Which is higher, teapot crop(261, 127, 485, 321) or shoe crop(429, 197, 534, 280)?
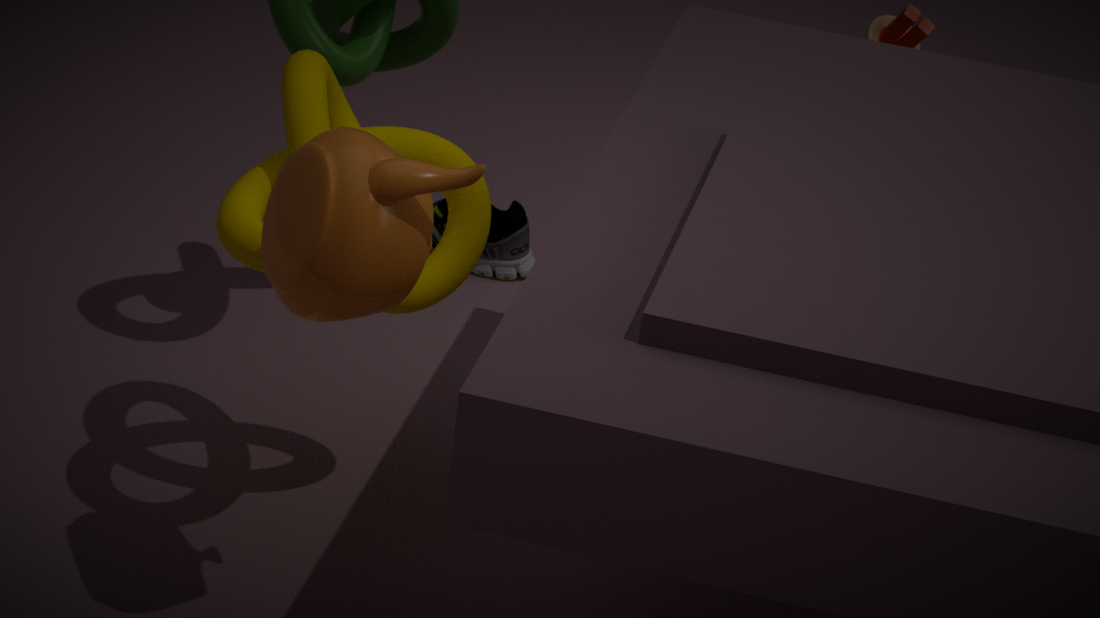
teapot crop(261, 127, 485, 321)
